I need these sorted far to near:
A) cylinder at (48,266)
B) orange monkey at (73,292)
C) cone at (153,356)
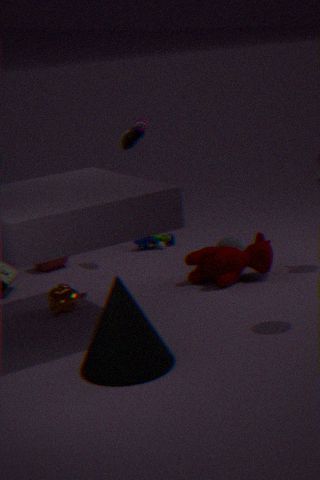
cylinder at (48,266) → orange monkey at (73,292) → cone at (153,356)
